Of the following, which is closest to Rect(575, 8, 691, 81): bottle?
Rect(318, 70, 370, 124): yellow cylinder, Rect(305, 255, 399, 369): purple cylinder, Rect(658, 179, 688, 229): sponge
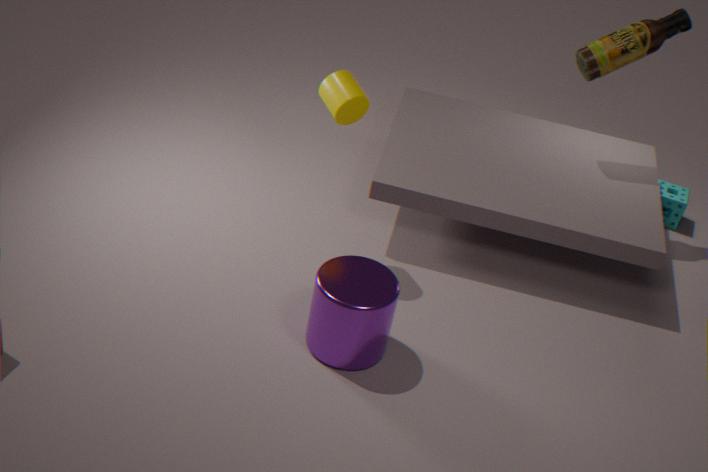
Rect(658, 179, 688, 229): sponge
